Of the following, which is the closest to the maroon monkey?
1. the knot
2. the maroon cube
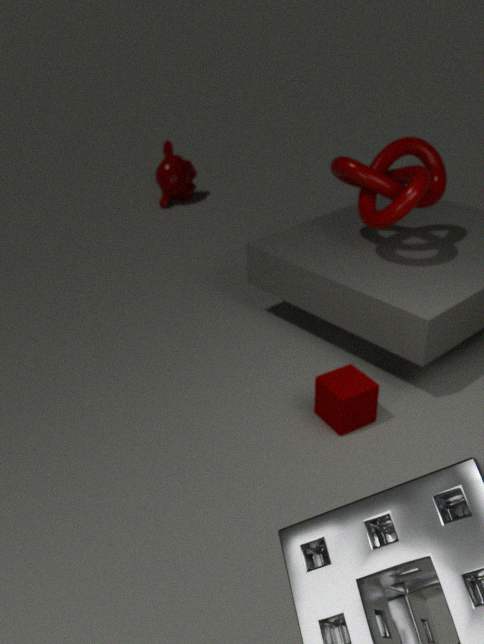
the knot
